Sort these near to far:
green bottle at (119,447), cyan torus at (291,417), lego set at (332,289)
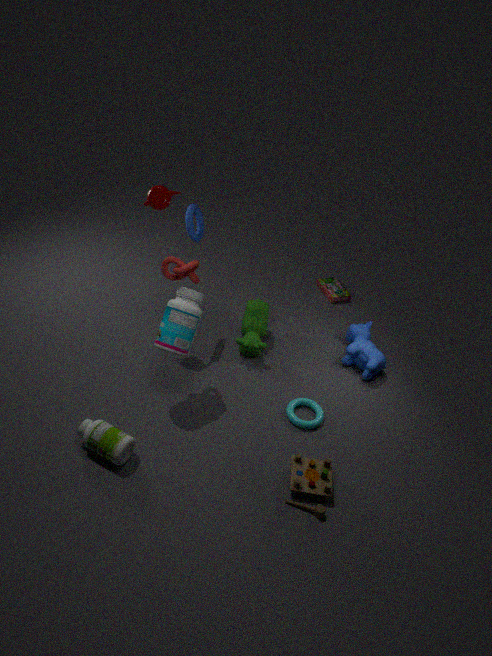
green bottle at (119,447) < cyan torus at (291,417) < lego set at (332,289)
